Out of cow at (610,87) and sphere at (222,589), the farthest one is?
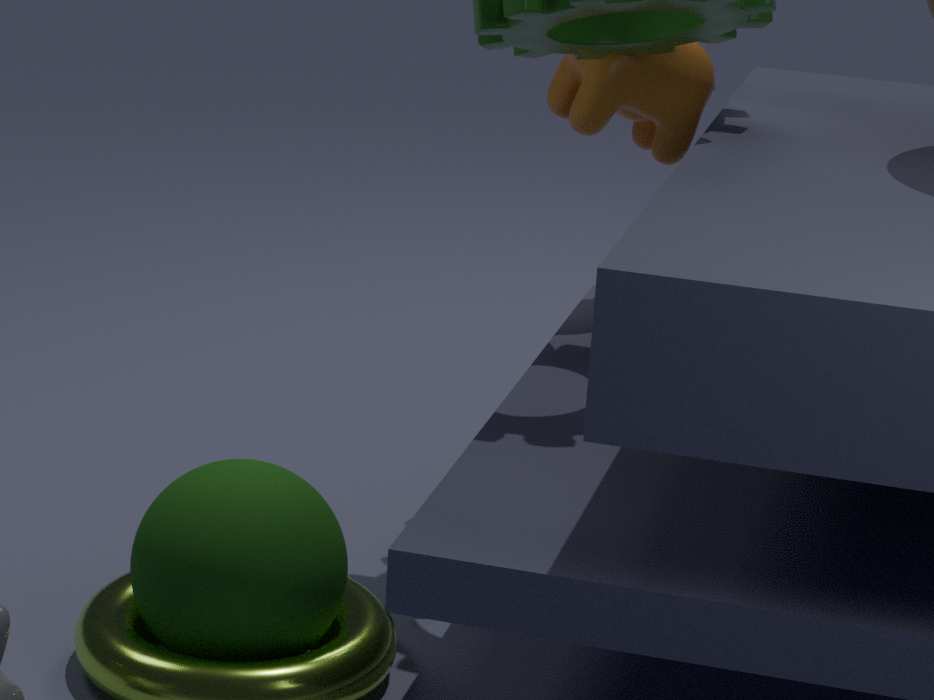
cow at (610,87)
